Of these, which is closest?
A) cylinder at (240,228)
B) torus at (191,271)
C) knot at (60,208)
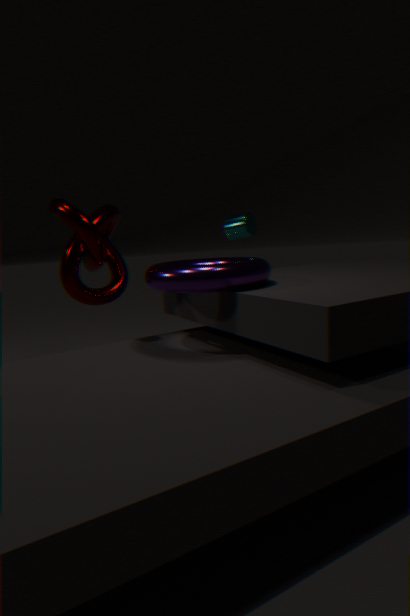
torus at (191,271)
